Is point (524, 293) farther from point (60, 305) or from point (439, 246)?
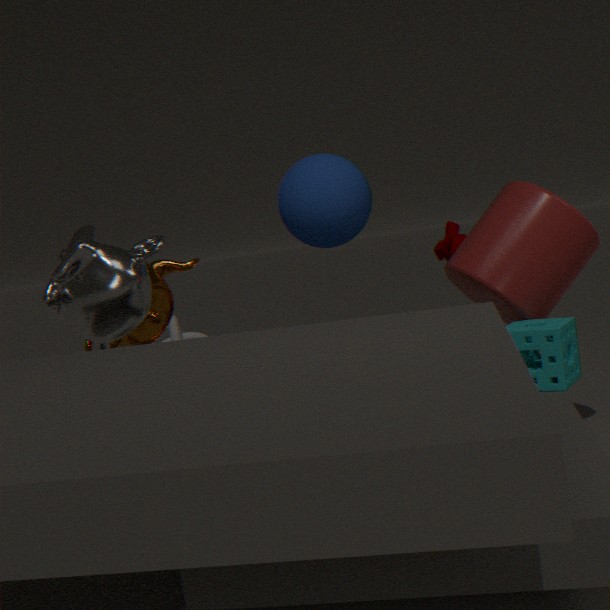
point (60, 305)
